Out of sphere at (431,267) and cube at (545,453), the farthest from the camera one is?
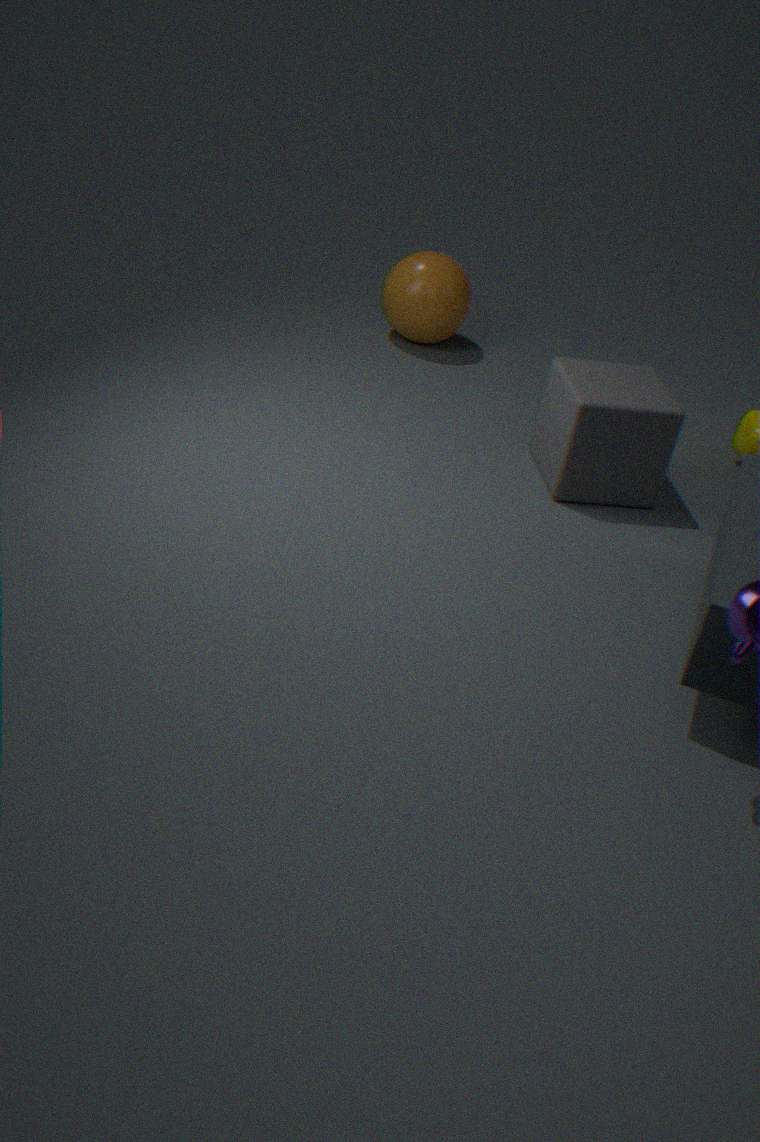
sphere at (431,267)
